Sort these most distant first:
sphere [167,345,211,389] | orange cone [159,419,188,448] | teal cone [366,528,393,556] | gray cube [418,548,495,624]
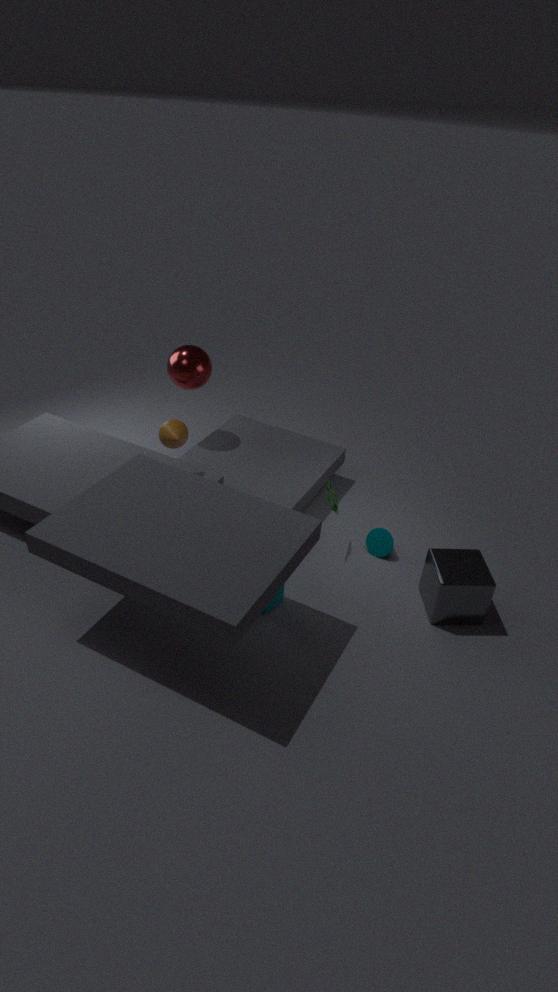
sphere [167,345,211,389] < teal cone [366,528,393,556] < orange cone [159,419,188,448] < gray cube [418,548,495,624]
